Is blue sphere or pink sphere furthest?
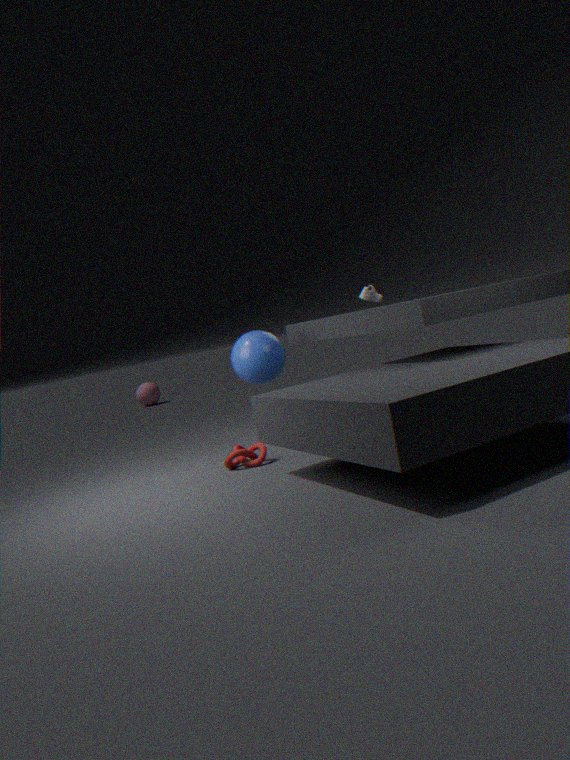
pink sphere
